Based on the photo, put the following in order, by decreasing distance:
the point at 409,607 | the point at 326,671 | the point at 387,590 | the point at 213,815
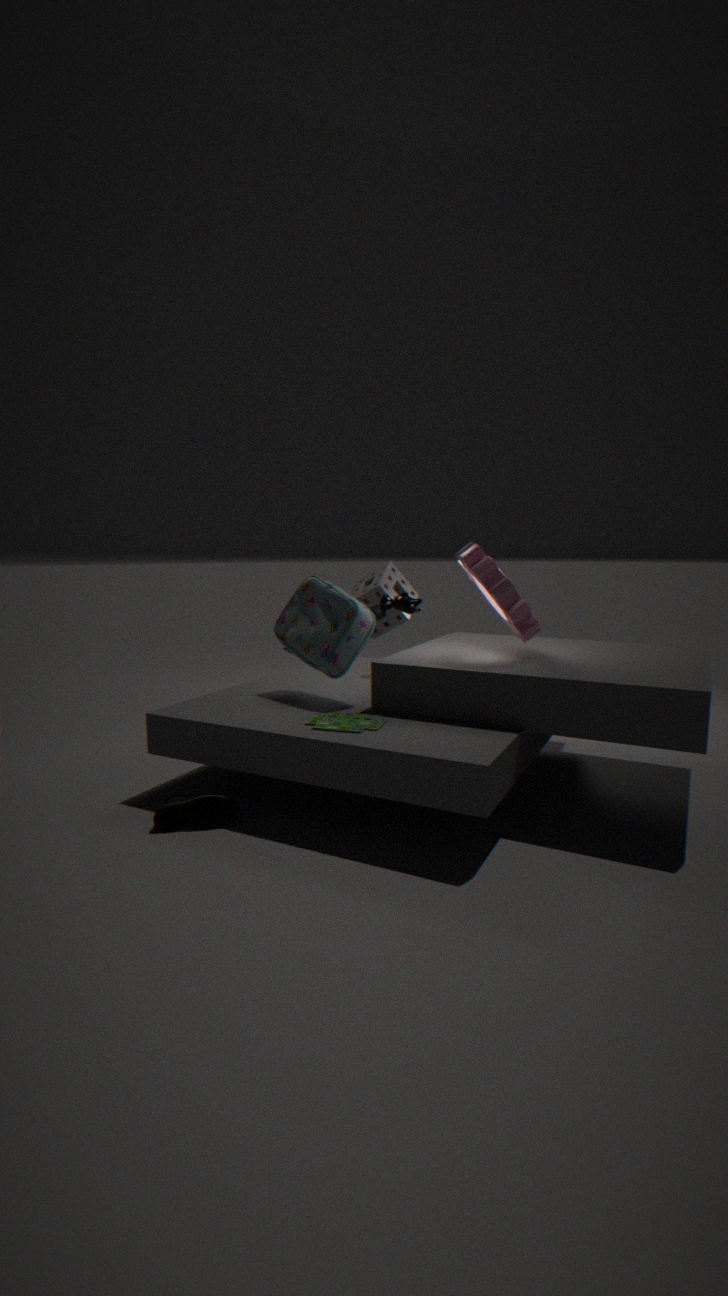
1. the point at 387,590
2. the point at 409,607
3. the point at 326,671
4. the point at 213,815
